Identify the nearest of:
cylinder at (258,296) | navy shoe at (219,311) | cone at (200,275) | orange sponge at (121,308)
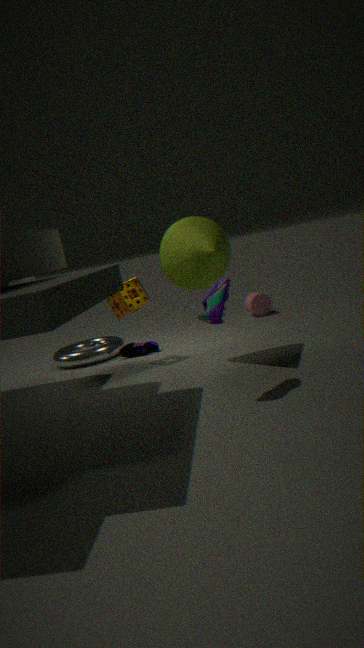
navy shoe at (219,311)
